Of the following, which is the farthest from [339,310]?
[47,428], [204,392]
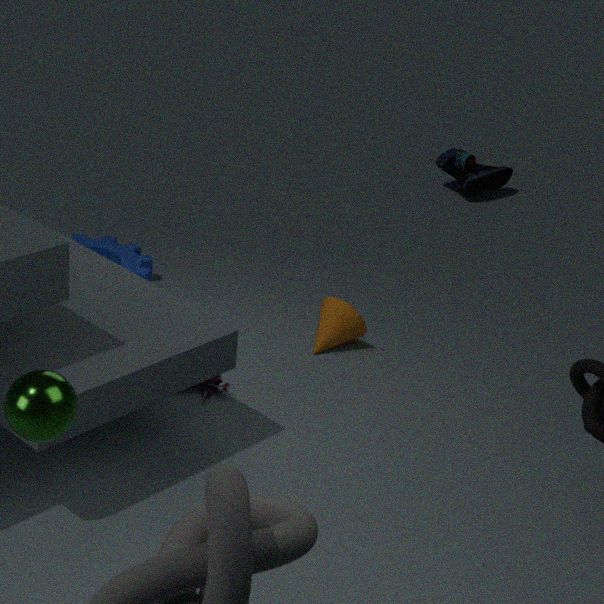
[47,428]
